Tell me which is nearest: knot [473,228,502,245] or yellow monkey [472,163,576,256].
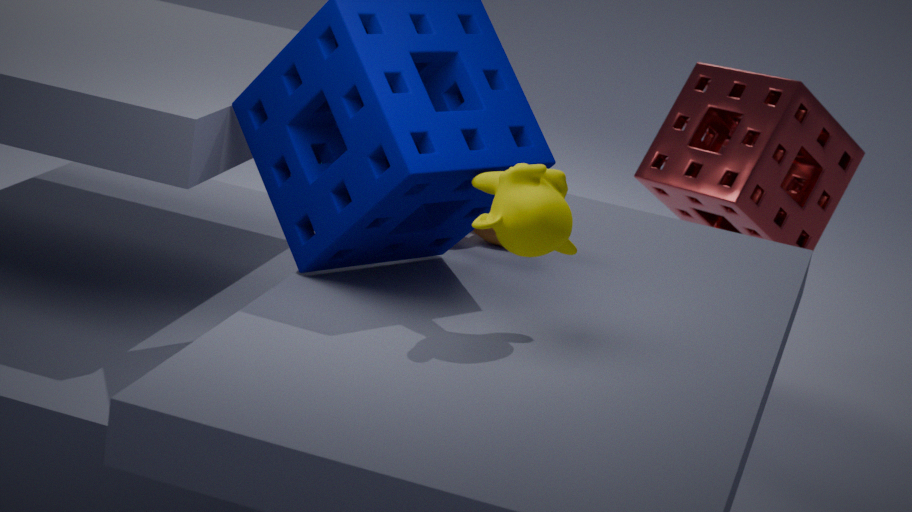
yellow monkey [472,163,576,256]
